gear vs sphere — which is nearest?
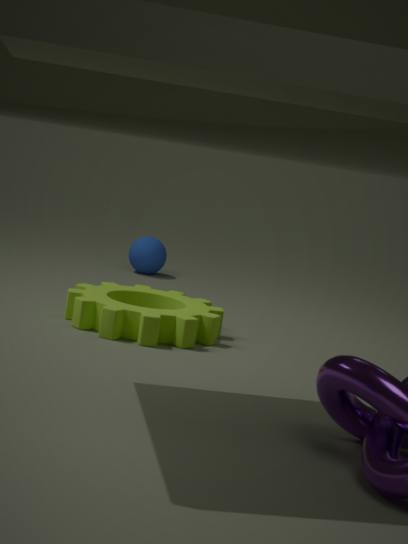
gear
